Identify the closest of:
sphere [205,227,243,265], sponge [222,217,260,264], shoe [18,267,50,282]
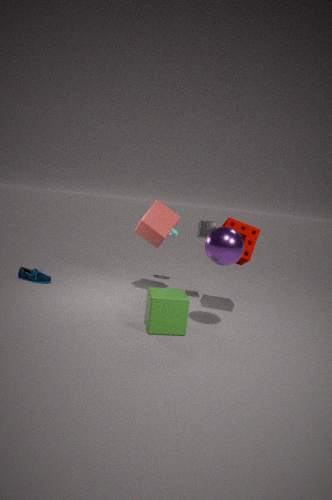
sphere [205,227,243,265]
